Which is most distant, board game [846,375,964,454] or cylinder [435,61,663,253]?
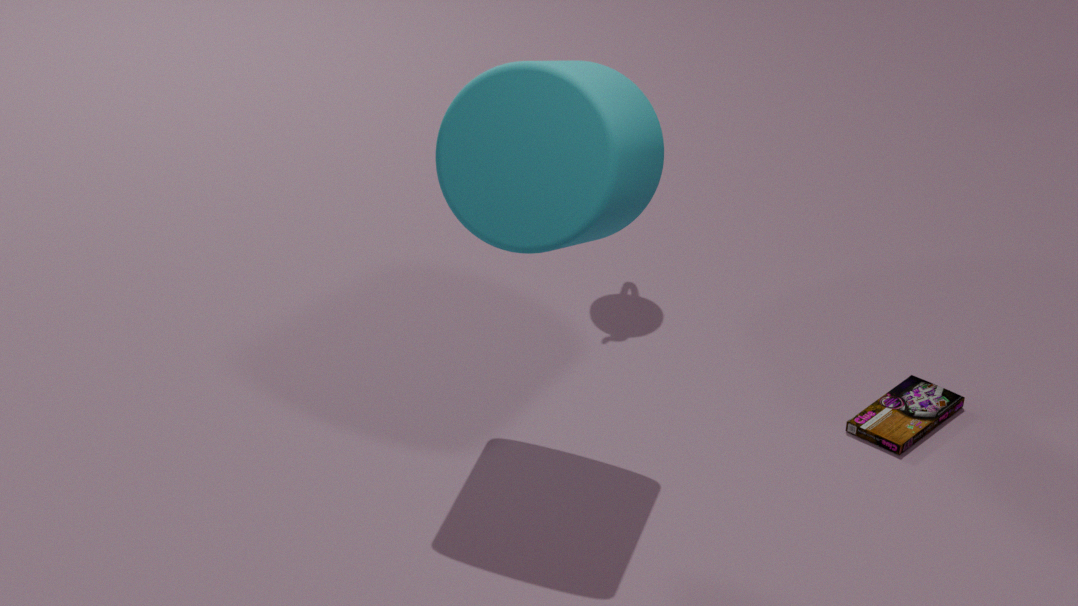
board game [846,375,964,454]
